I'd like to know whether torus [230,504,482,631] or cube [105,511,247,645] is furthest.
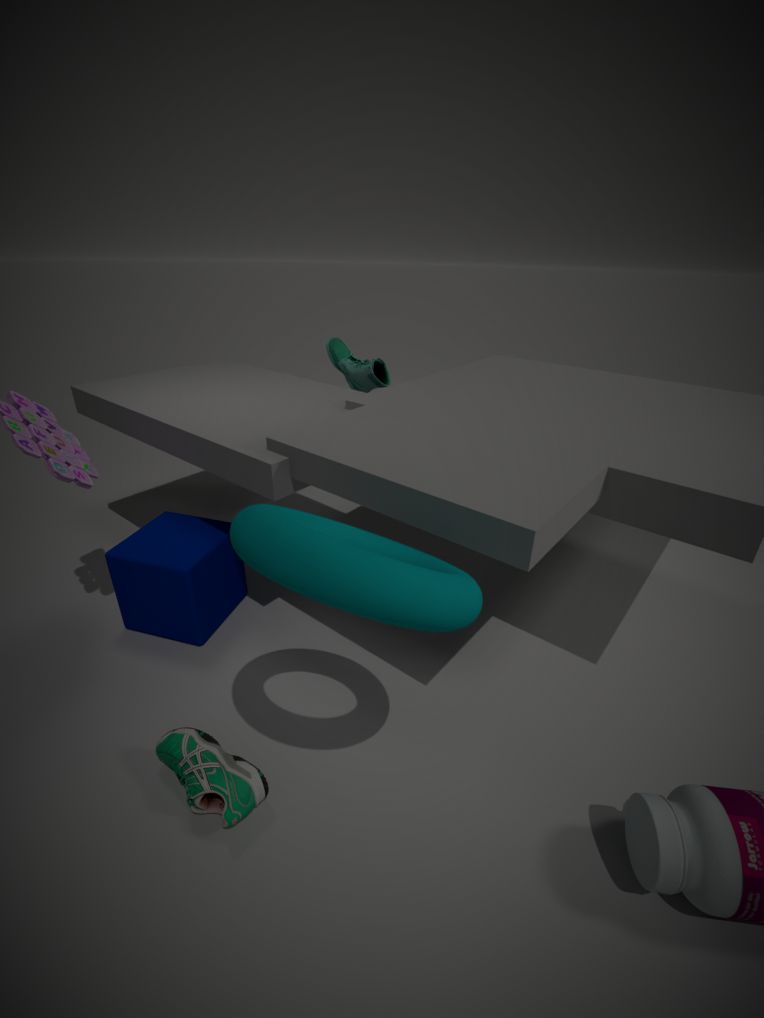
cube [105,511,247,645]
